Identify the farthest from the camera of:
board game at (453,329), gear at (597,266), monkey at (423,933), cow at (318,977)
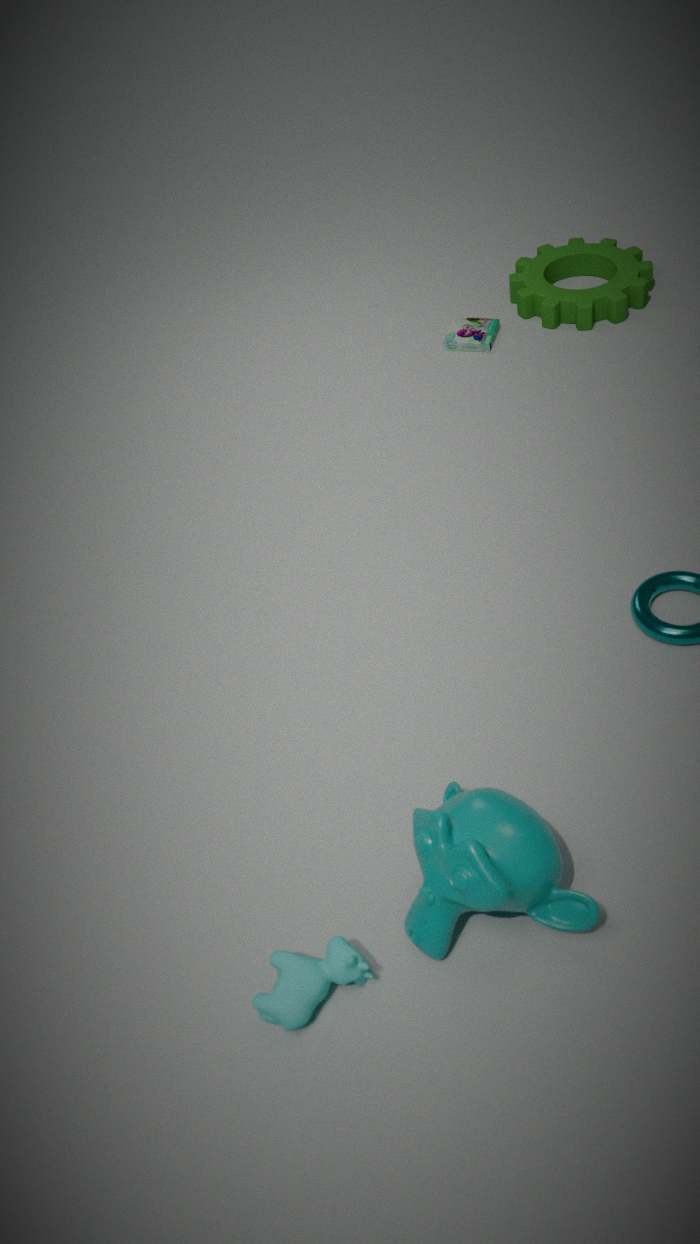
board game at (453,329)
